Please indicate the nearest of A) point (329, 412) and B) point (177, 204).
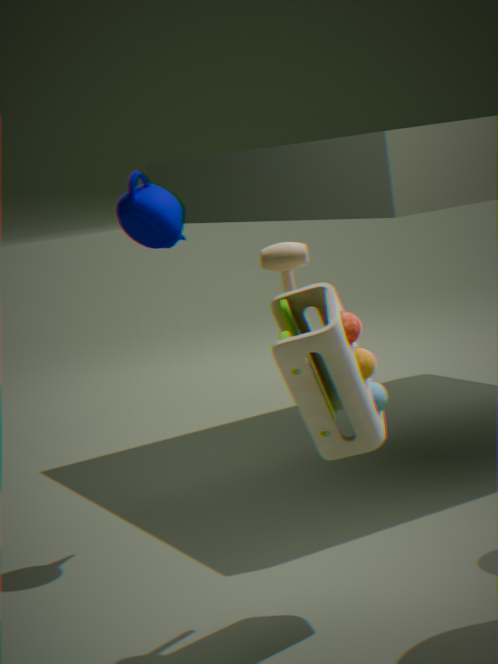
A. point (329, 412)
